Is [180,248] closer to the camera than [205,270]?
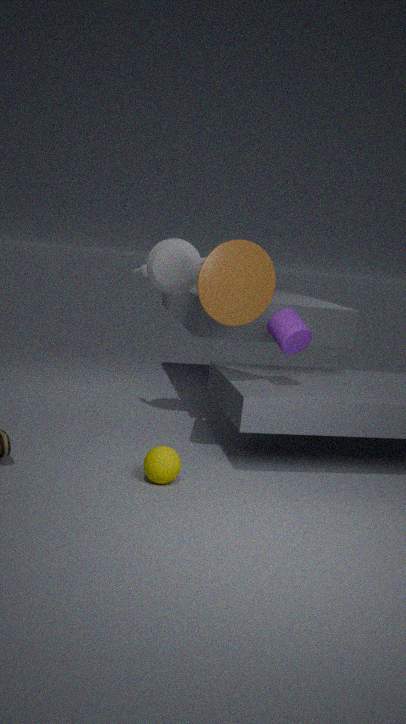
No
